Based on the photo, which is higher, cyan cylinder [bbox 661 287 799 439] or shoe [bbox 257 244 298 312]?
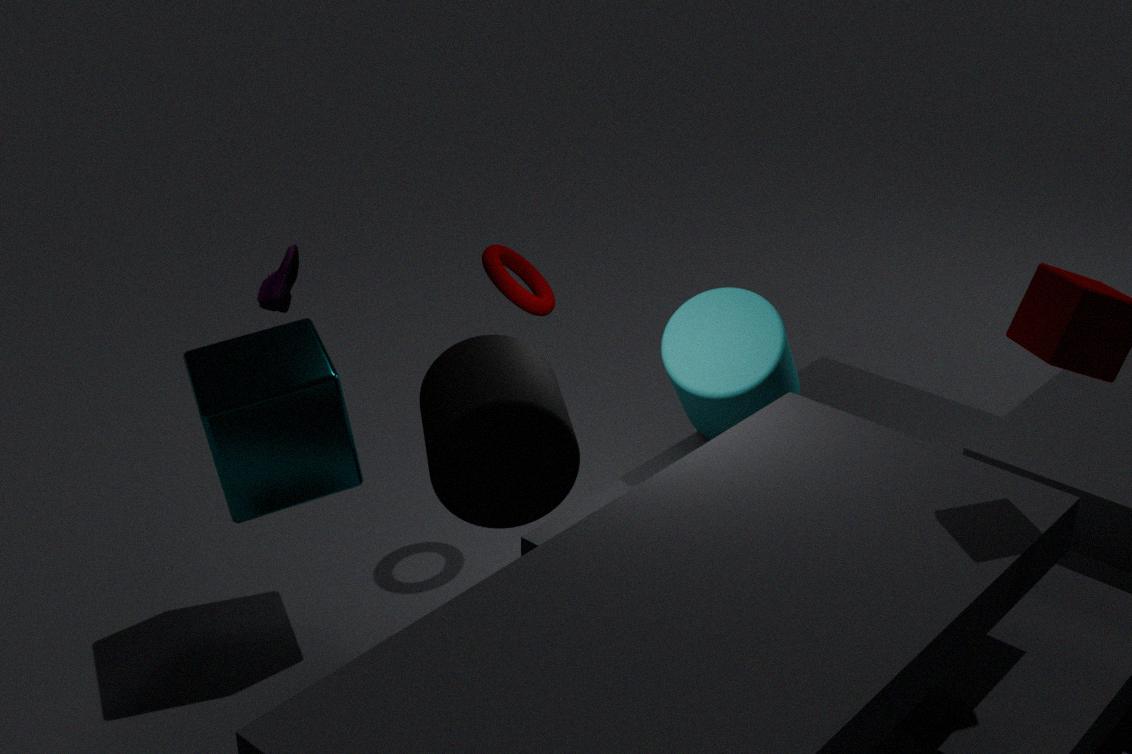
shoe [bbox 257 244 298 312]
